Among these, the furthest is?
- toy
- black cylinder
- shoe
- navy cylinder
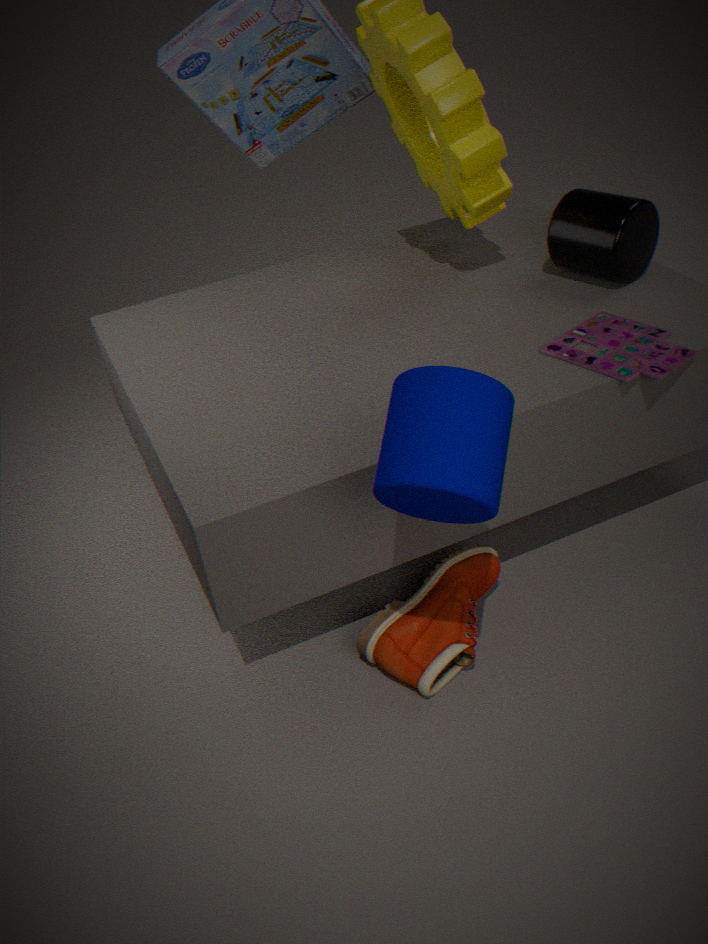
black cylinder
